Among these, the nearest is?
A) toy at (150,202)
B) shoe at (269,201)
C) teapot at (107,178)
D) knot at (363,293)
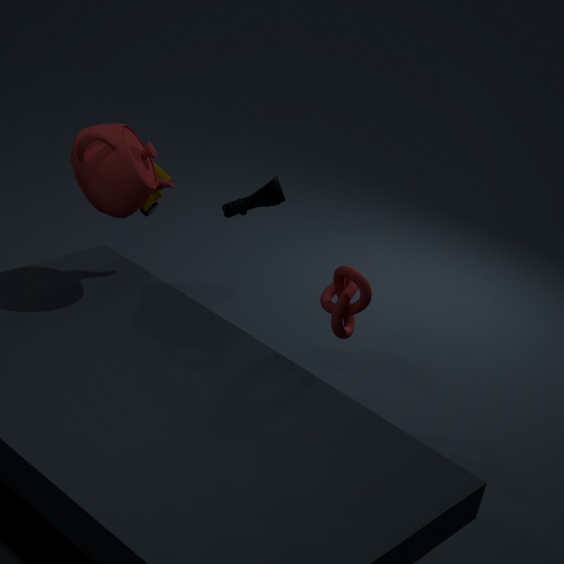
teapot at (107,178)
